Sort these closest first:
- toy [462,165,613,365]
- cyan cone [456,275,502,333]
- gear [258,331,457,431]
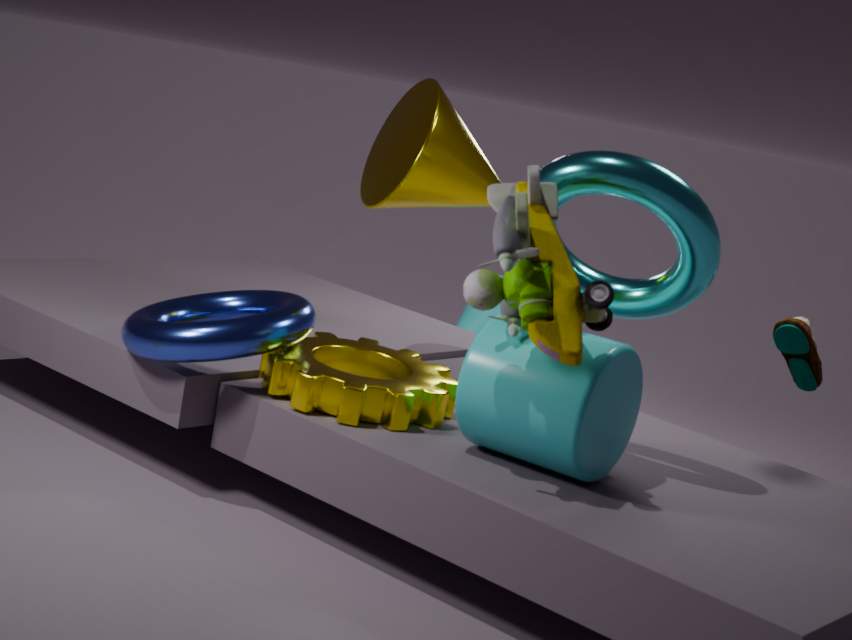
toy [462,165,613,365], gear [258,331,457,431], cyan cone [456,275,502,333]
